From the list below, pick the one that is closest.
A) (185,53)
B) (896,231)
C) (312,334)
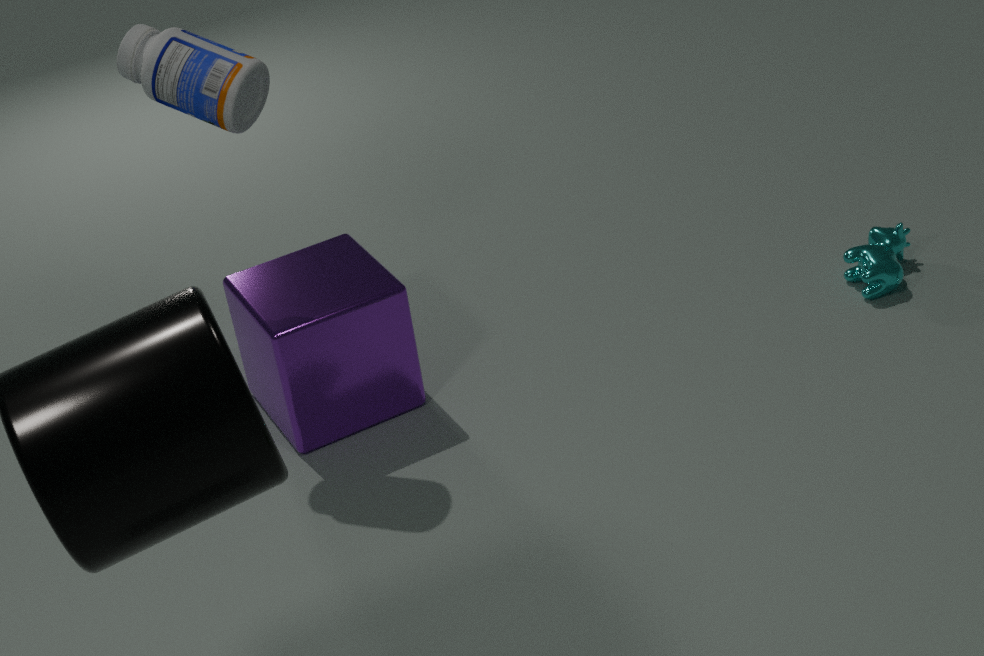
(185,53)
